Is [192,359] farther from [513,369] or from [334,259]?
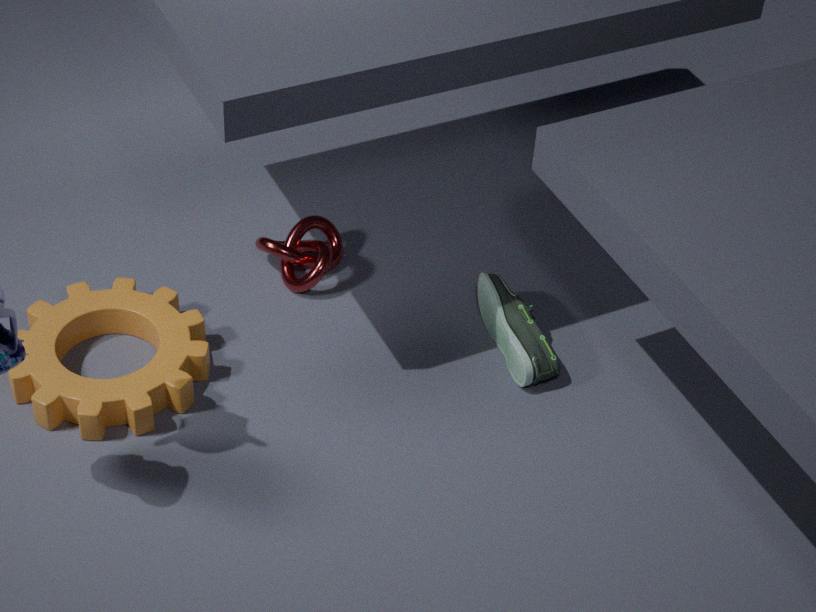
[513,369]
